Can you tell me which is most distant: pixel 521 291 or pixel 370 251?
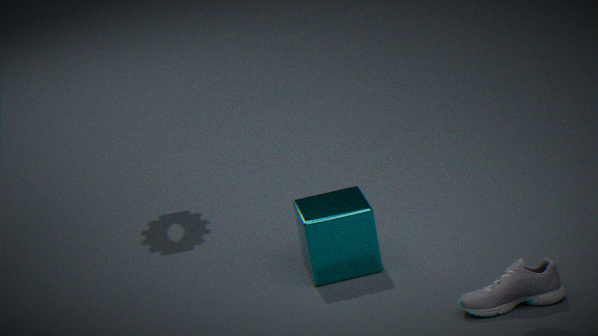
pixel 370 251
